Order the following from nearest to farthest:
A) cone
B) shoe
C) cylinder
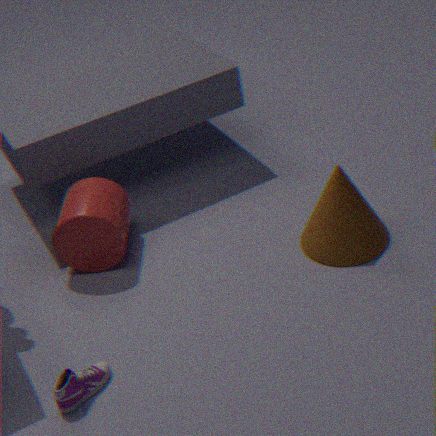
shoe < cone < cylinder
